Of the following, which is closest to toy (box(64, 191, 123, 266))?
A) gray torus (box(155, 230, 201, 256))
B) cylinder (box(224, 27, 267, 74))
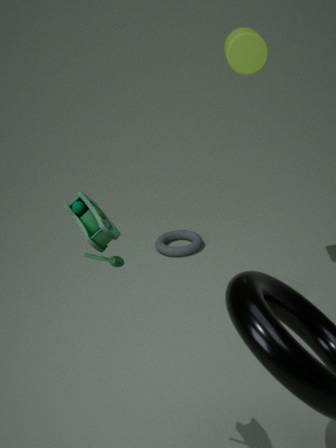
cylinder (box(224, 27, 267, 74))
